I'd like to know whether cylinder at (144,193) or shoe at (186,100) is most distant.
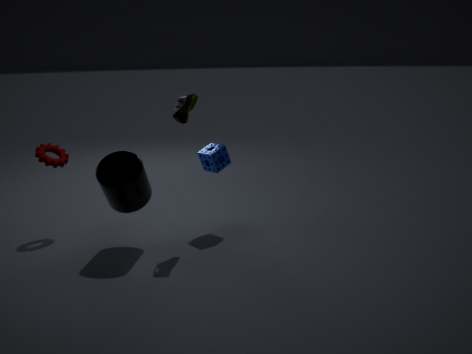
shoe at (186,100)
